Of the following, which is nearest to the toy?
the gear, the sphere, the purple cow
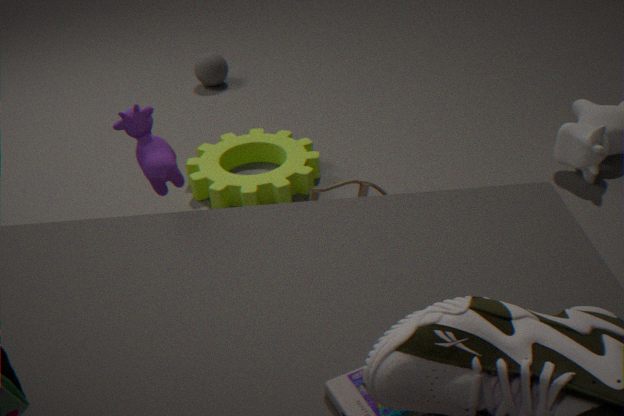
the purple cow
